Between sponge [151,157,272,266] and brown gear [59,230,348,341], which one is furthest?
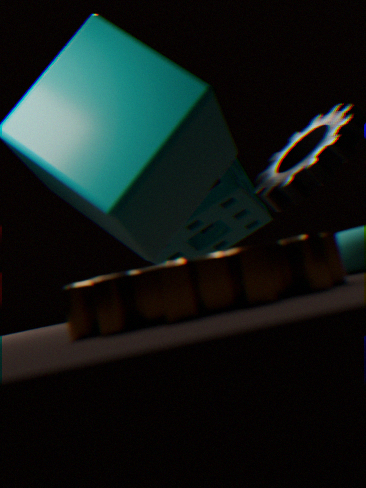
sponge [151,157,272,266]
